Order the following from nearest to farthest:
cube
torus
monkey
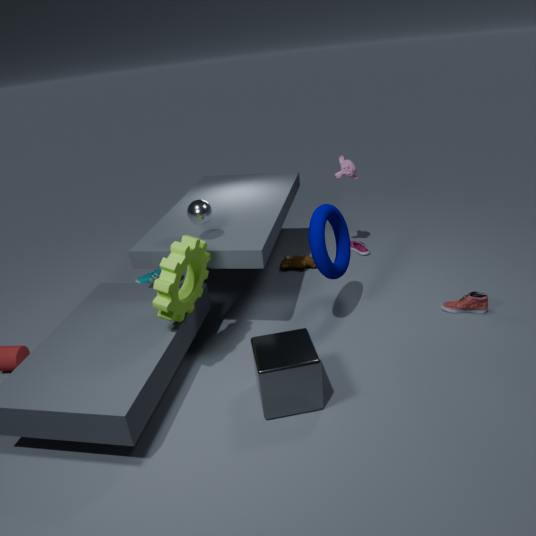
cube
torus
monkey
